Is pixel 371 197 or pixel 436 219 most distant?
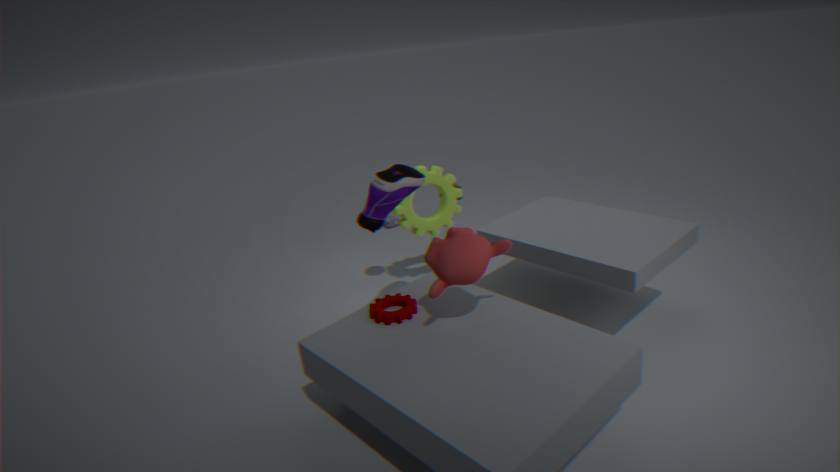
pixel 436 219
